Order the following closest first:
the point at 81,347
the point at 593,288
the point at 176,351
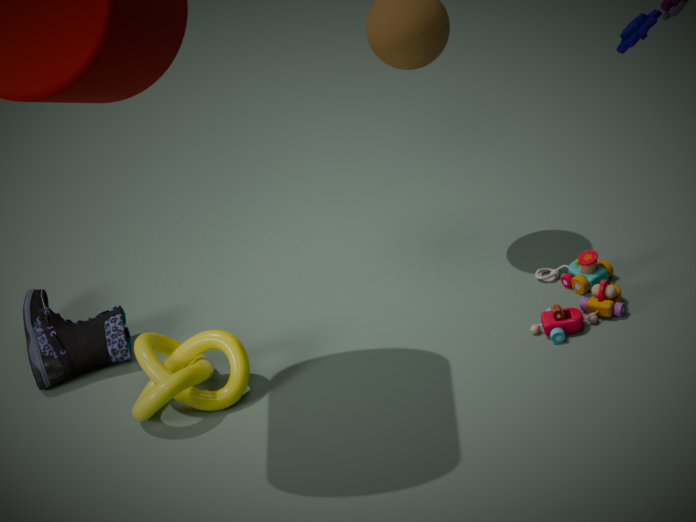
the point at 176,351, the point at 593,288, the point at 81,347
